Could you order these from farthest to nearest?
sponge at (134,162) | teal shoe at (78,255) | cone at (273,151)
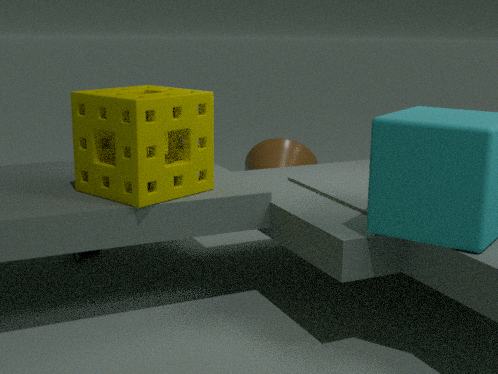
1. cone at (273,151)
2. teal shoe at (78,255)
3. sponge at (134,162)
